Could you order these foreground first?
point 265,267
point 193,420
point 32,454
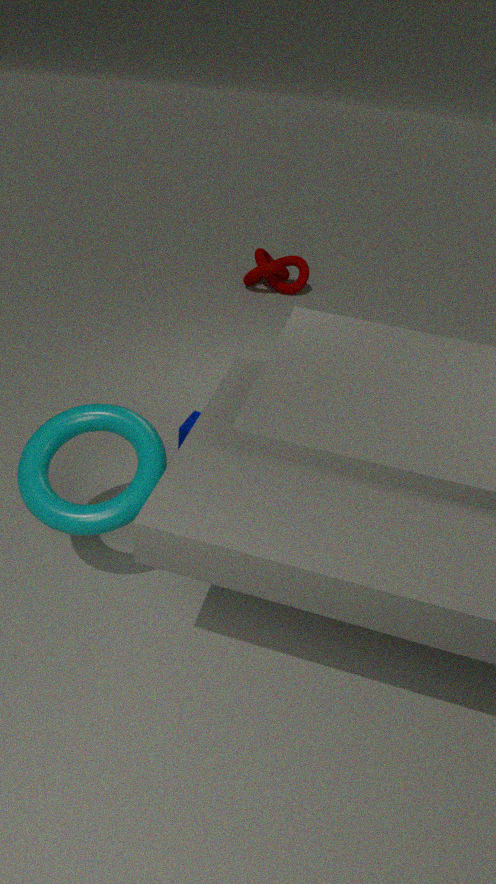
1. point 32,454
2. point 193,420
3. point 265,267
